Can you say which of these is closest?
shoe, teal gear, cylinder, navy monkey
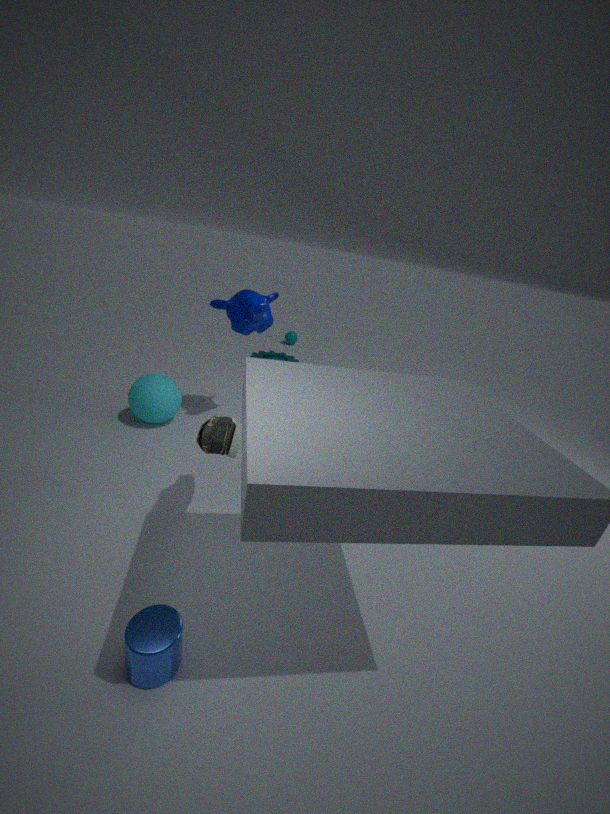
cylinder
